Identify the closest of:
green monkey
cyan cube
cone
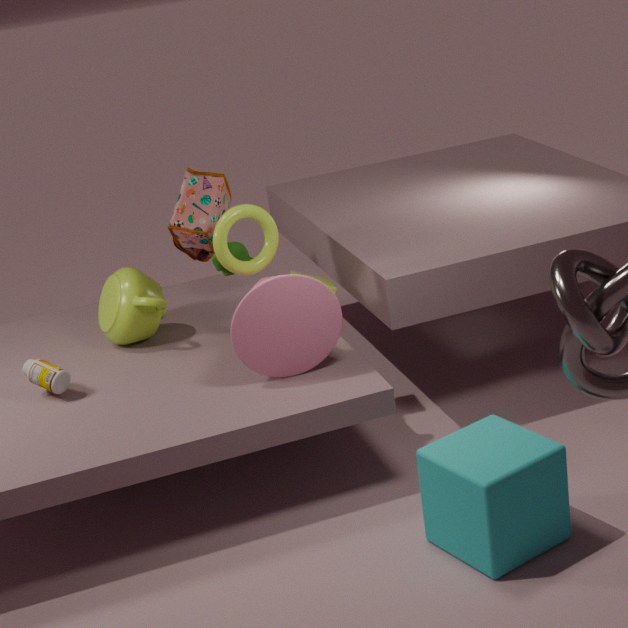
cyan cube
